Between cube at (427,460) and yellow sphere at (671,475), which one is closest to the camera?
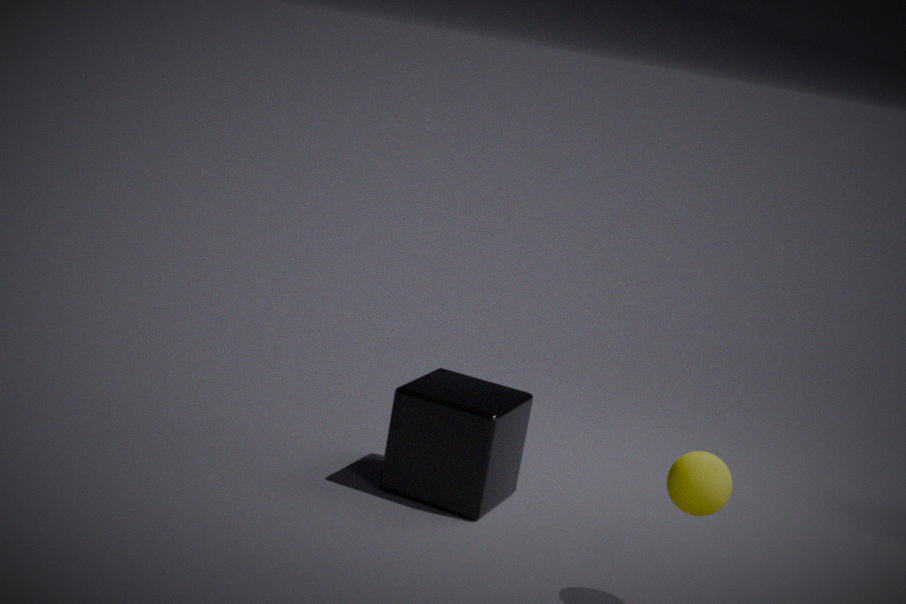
yellow sphere at (671,475)
